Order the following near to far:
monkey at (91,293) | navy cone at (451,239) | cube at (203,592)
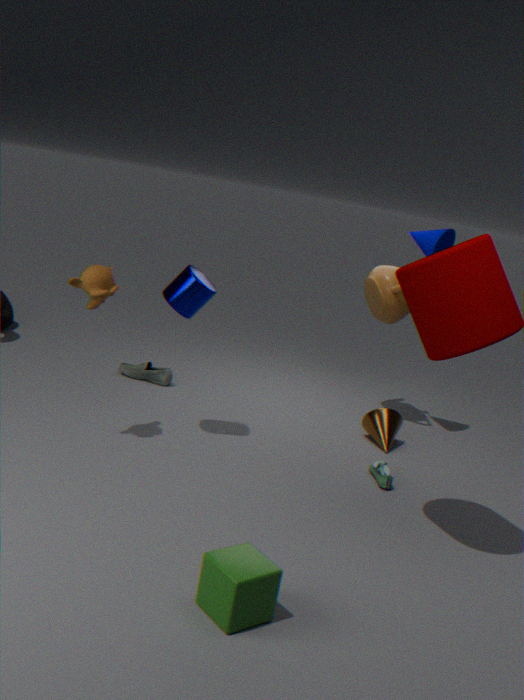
cube at (203,592) < monkey at (91,293) < navy cone at (451,239)
